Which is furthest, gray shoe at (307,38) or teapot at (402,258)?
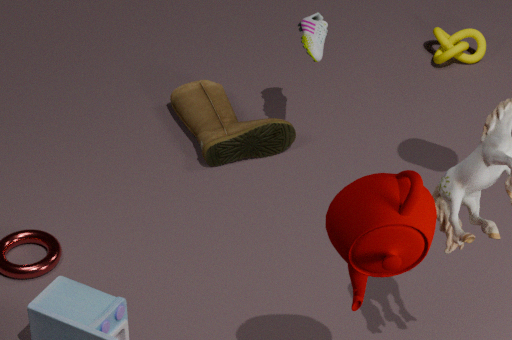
gray shoe at (307,38)
